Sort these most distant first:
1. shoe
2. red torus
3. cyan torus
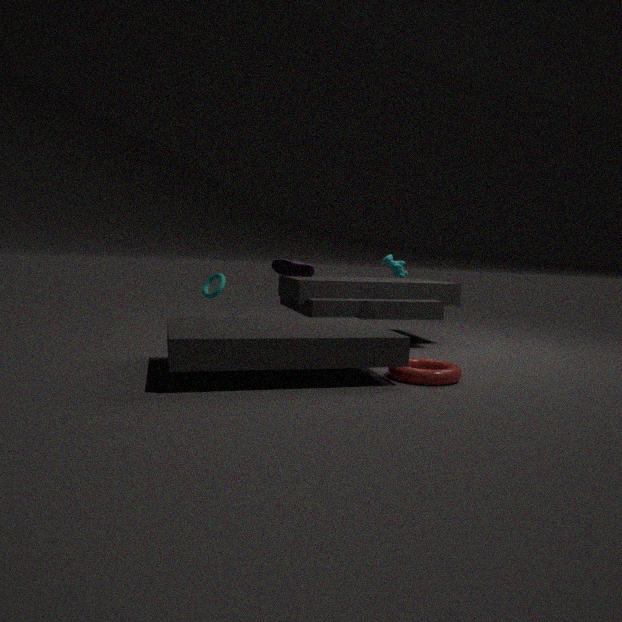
1. shoe
2. cyan torus
3. red torus
